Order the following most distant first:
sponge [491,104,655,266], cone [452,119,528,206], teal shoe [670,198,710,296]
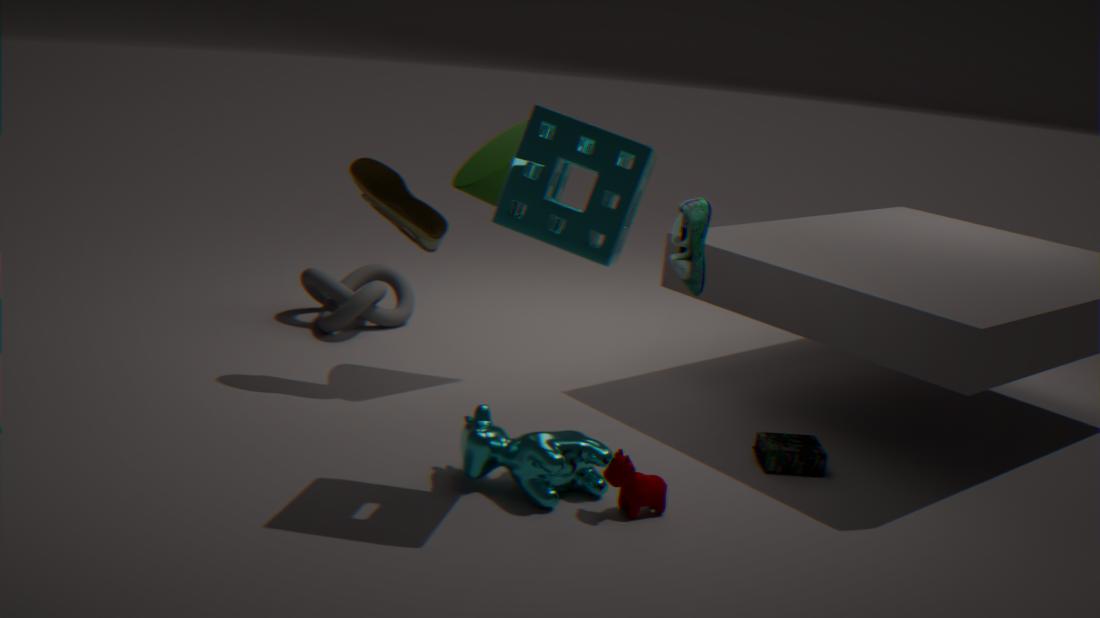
cone [452,119,528,206] < teal shoe [670,198,710,296] < sponge [491,104,655,266]
